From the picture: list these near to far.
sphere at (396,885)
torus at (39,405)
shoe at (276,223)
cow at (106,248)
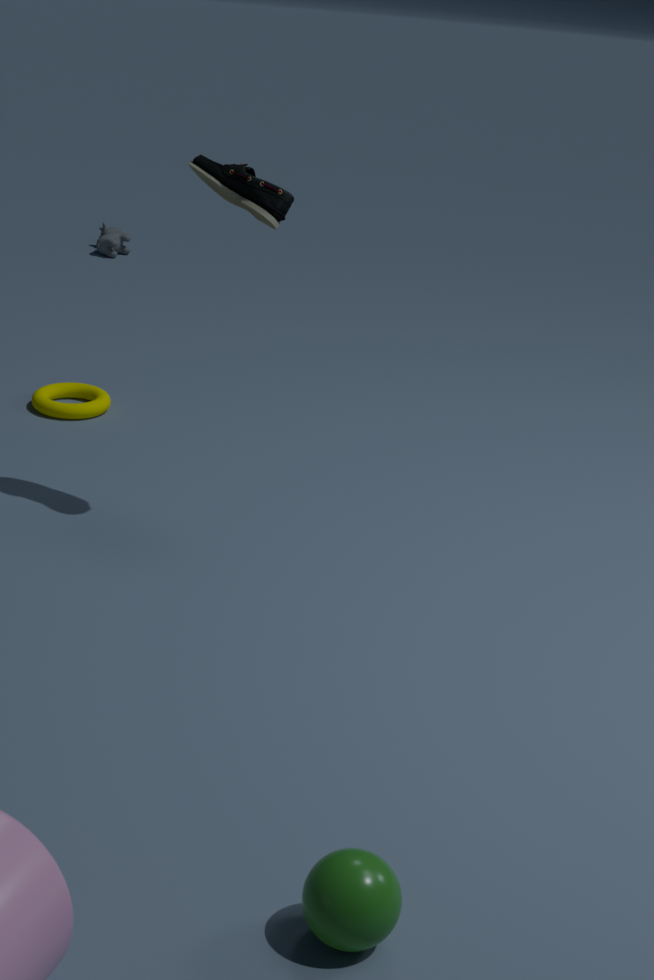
sphere at (396,885) → shoe at (276,223) → torus at (39,405) → cow at (106,248)
